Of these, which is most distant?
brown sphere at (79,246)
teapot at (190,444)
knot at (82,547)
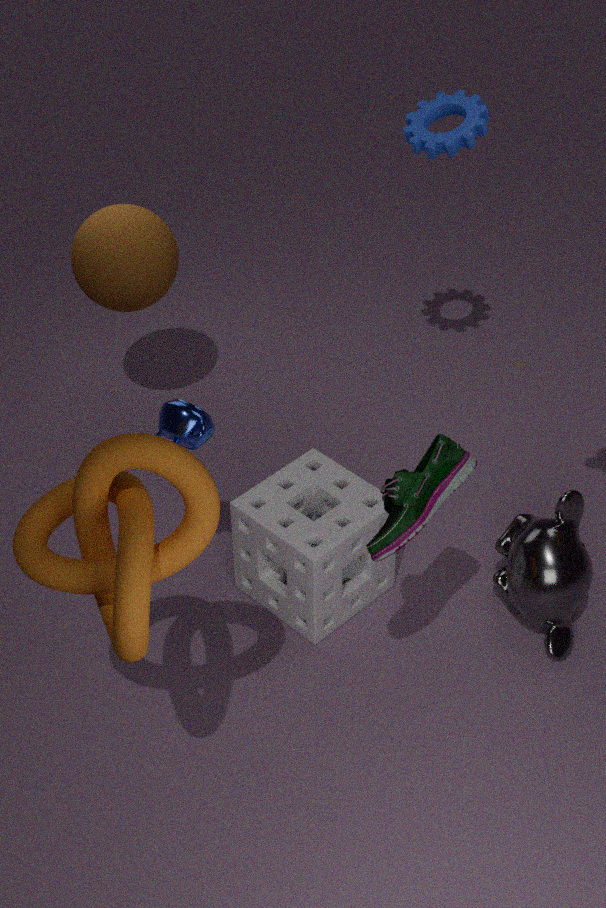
brown sphere at (79,246)
